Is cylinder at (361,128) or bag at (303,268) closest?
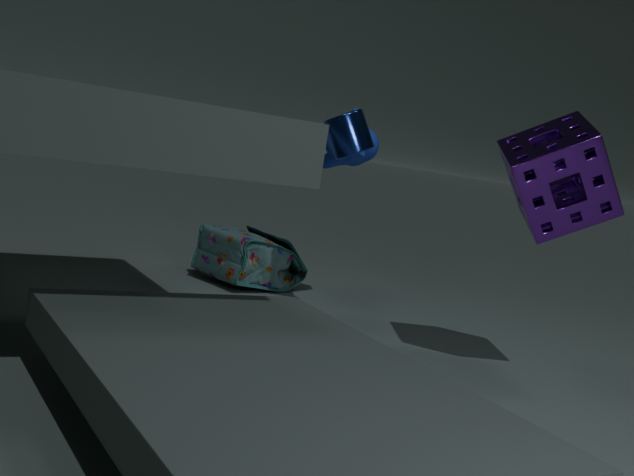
cylinder at (361,128)
